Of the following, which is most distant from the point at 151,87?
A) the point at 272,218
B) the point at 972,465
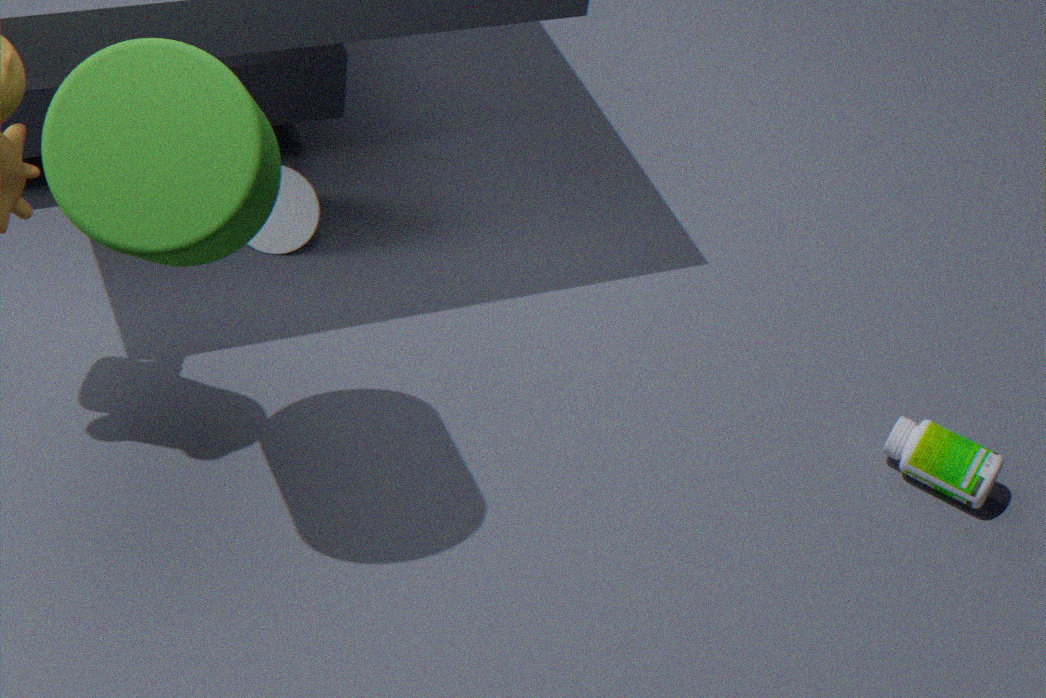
the point at 972,465
